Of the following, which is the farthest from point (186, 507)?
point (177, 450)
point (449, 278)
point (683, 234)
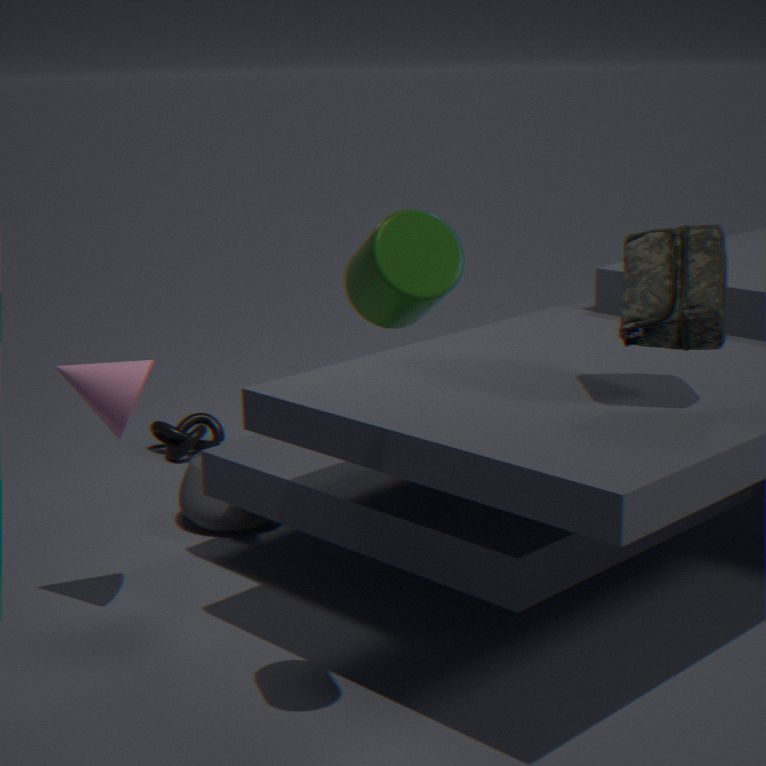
point (449, 278)
